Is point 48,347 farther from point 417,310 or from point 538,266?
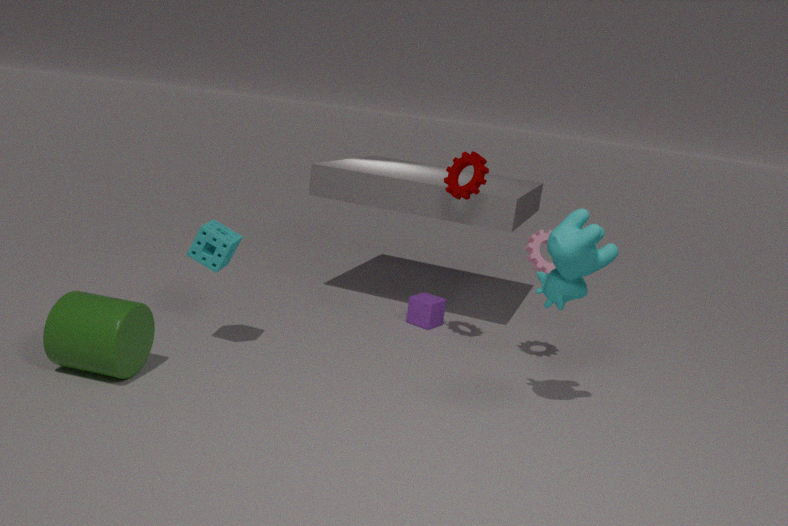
point 538,266
